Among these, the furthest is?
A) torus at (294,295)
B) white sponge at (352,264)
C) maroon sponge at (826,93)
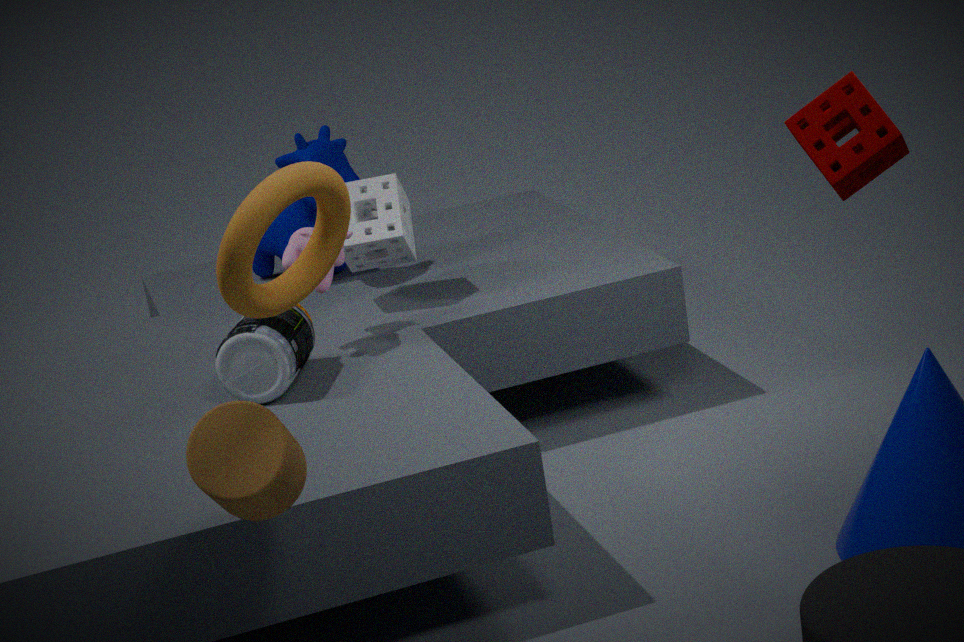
white sponge at (352,264)
